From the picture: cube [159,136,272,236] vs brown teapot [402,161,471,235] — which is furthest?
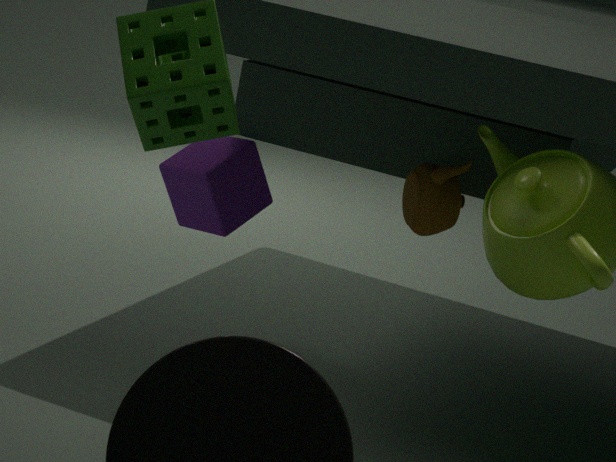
cube [159,136,272,236]
